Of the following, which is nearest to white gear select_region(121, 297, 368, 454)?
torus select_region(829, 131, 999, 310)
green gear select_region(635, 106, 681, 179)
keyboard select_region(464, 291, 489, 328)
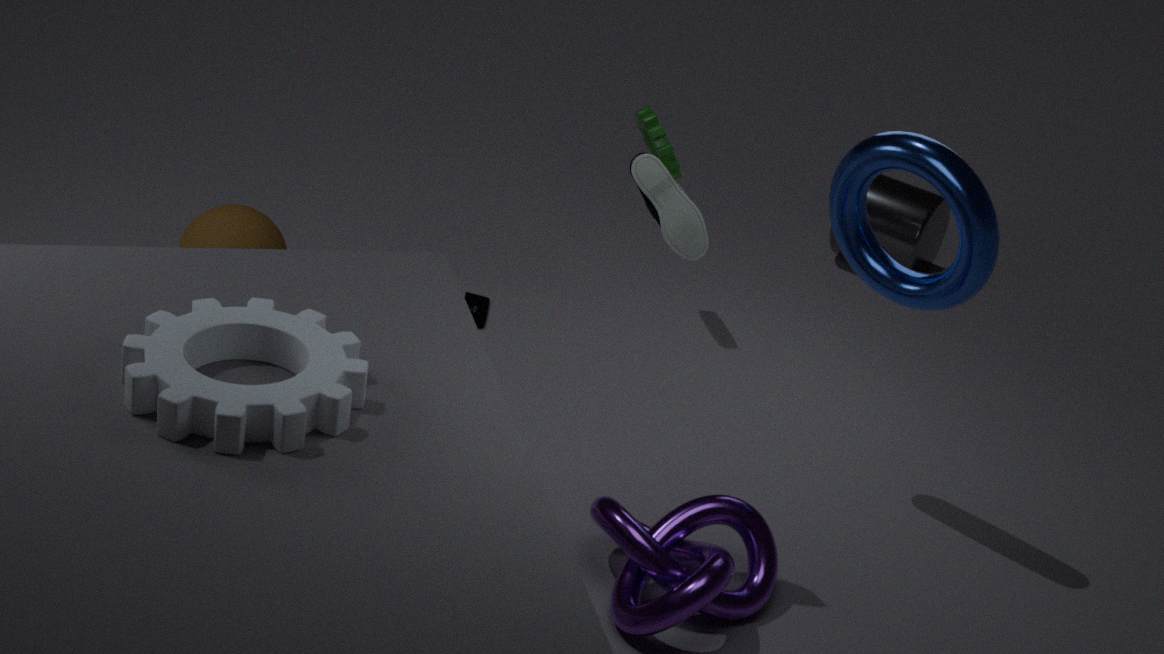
torus select_region(829, 131, 999, 310)
